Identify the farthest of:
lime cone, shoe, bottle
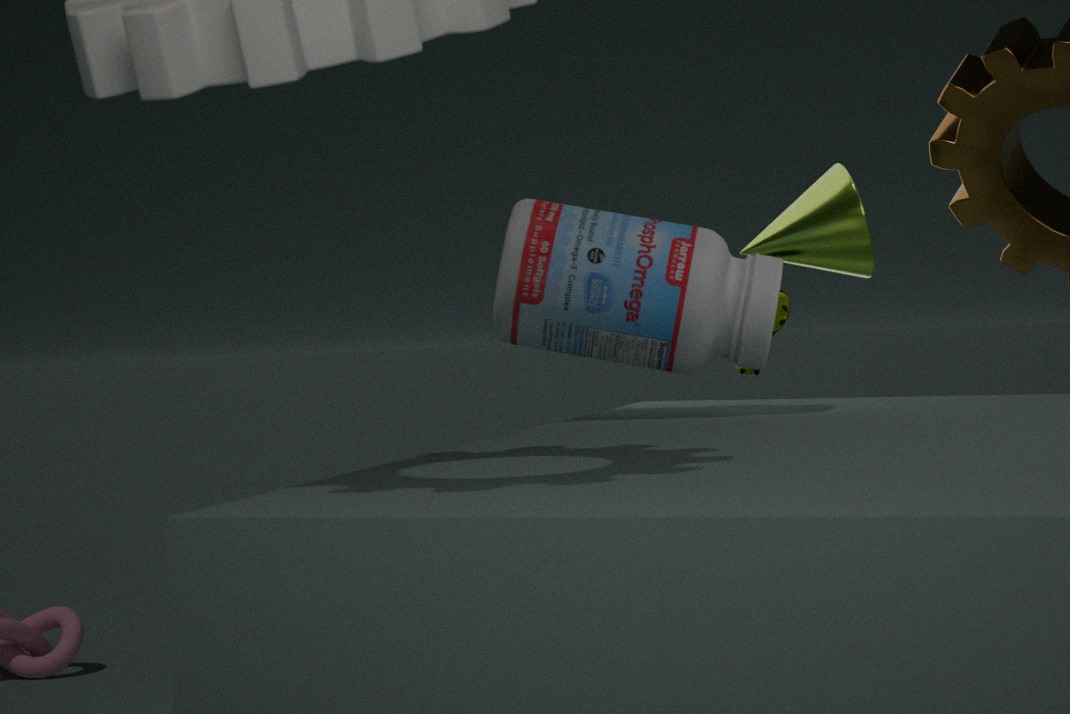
shoe
